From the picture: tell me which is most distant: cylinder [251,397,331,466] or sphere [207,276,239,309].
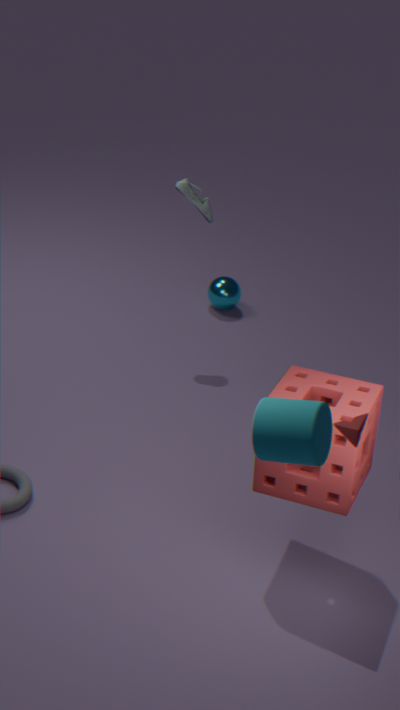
sphere [207,276,239,309]
